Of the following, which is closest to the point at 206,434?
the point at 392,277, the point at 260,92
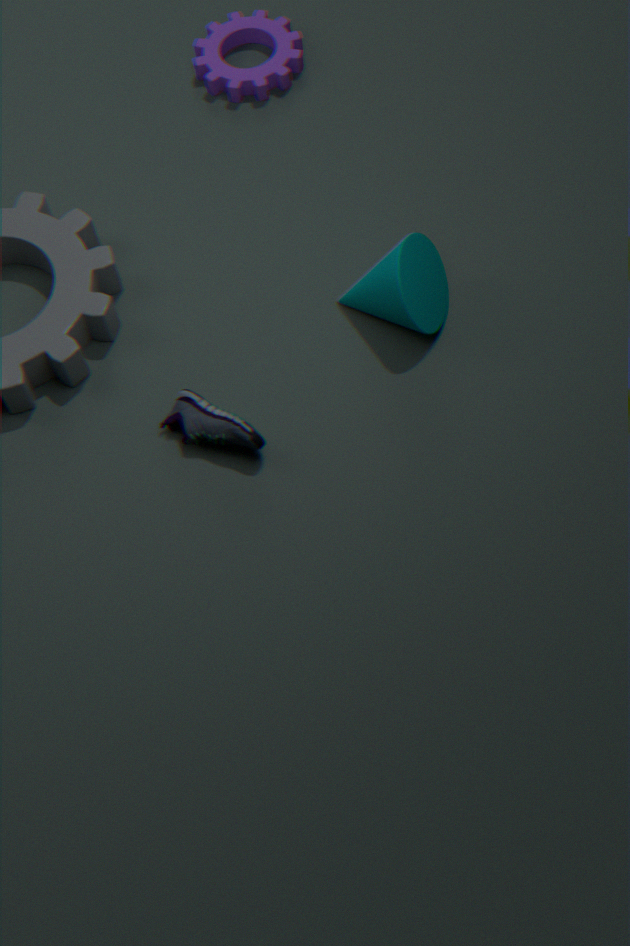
the point at 392,277
